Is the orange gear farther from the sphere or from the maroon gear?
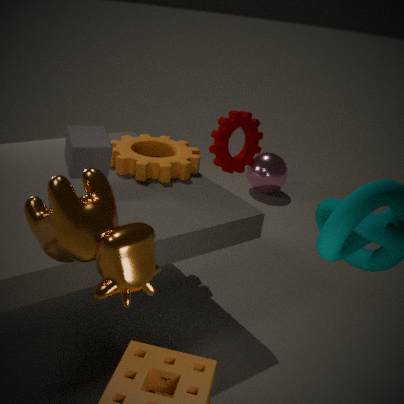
the sphere
